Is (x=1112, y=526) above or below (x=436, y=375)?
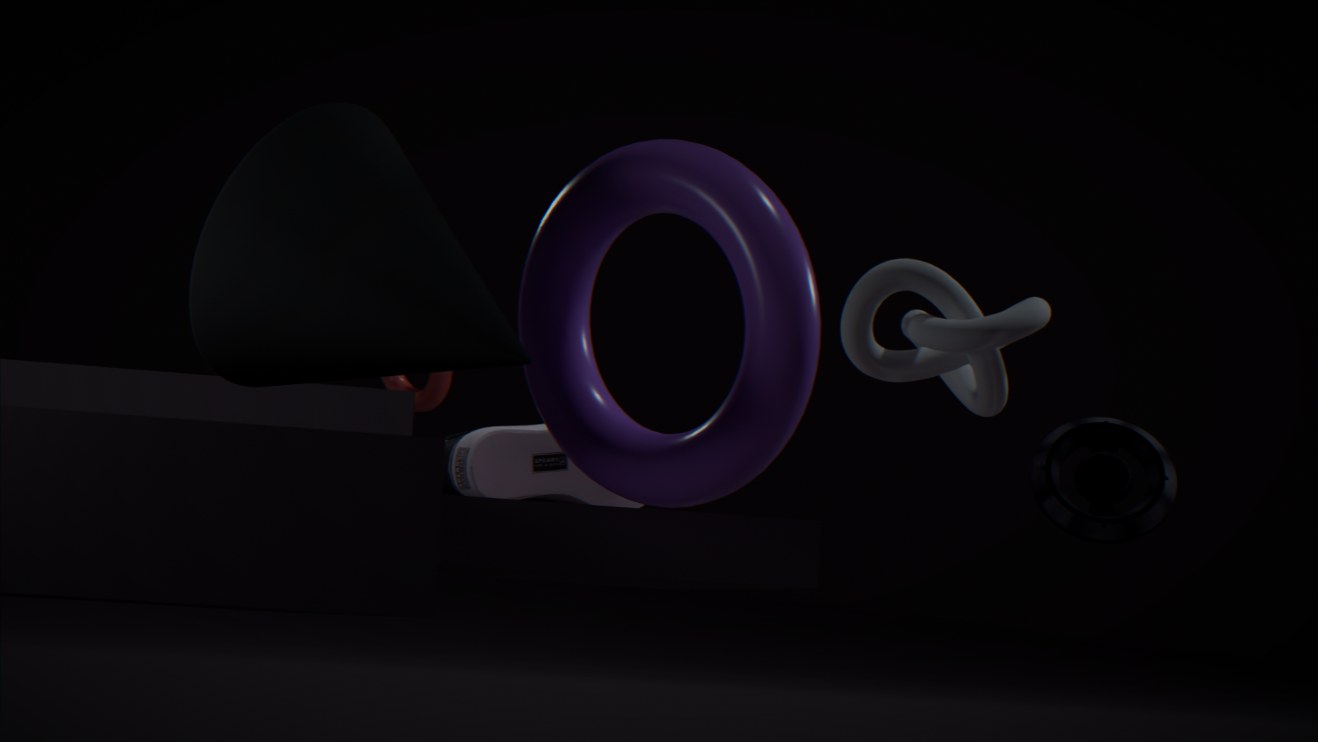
below
